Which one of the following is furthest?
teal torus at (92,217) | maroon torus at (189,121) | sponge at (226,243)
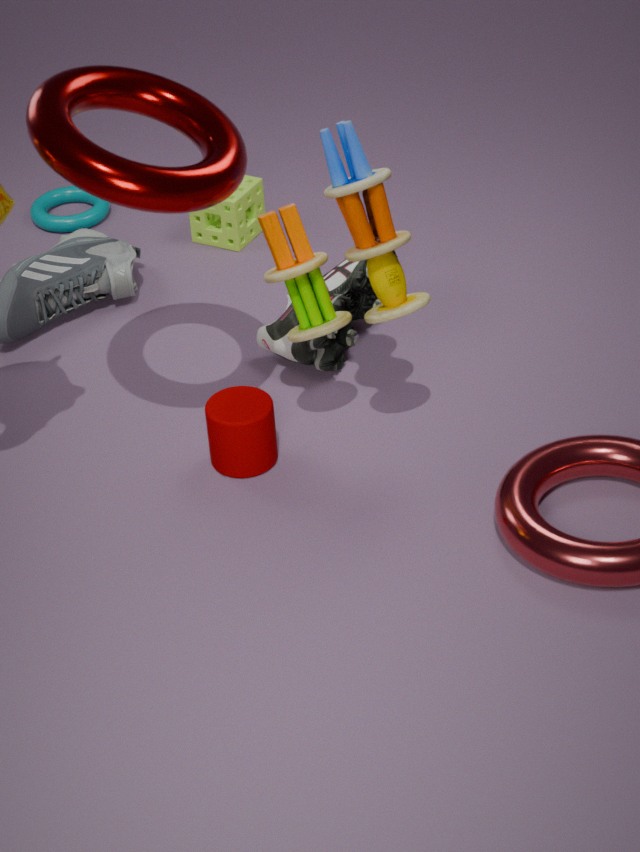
teal torus at (92,217)
